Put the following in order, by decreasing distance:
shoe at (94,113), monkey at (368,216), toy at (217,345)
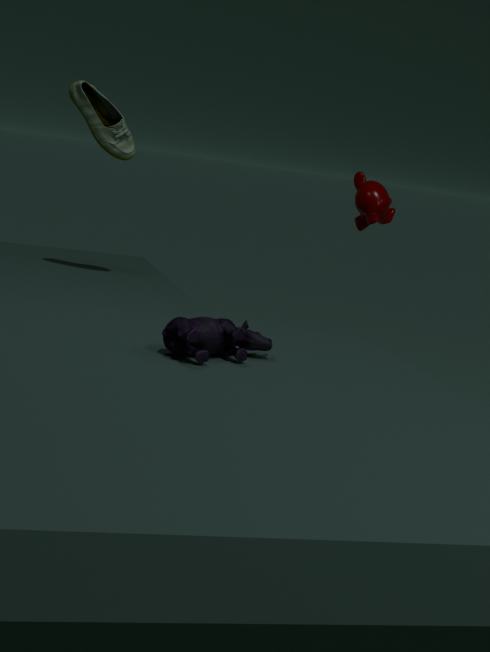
monkey at (368,216) < shoe at (94,113) < toy at (217,345)
